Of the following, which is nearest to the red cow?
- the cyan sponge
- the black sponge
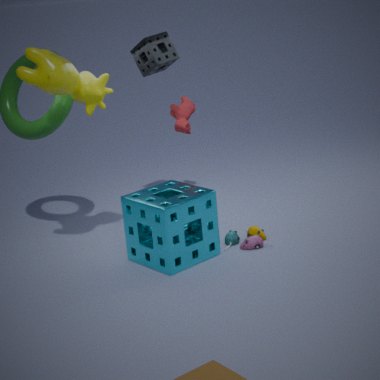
the black sponge
